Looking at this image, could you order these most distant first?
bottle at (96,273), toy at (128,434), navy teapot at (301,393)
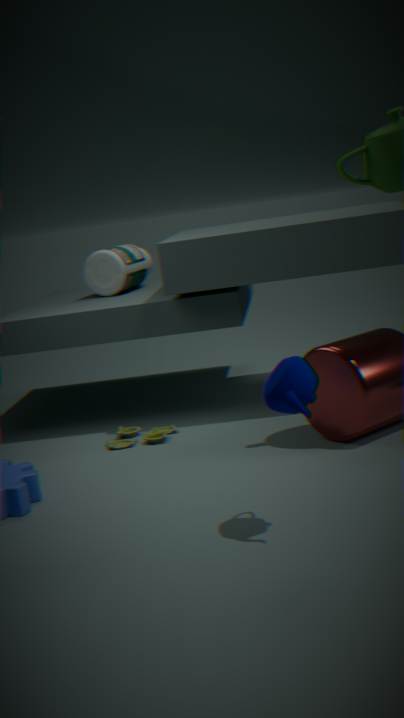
bottle at (96,273) < toy at (128,434) < navy teapot at (301,393)
